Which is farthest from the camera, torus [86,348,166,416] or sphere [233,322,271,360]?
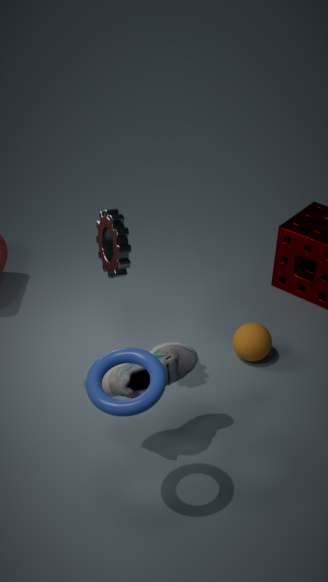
sphere [233,322,271,360]
